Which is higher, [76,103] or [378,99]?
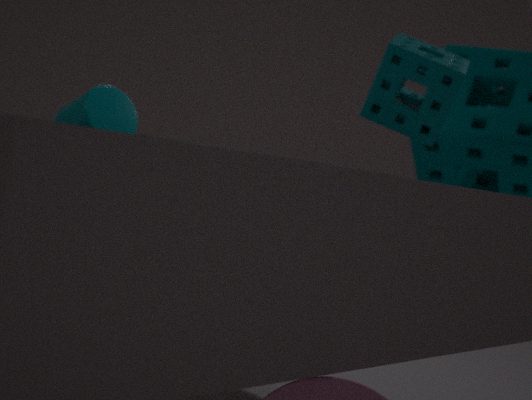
[378,99]
